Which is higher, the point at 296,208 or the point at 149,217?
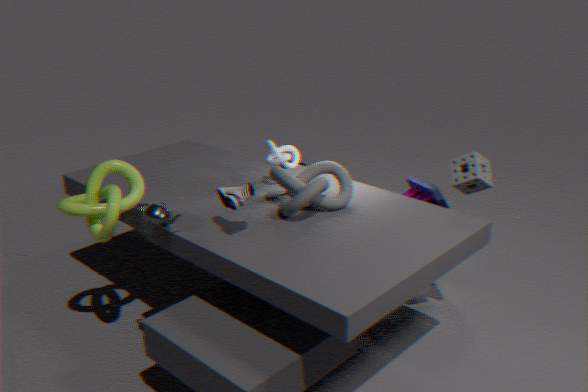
the point at 296,208
